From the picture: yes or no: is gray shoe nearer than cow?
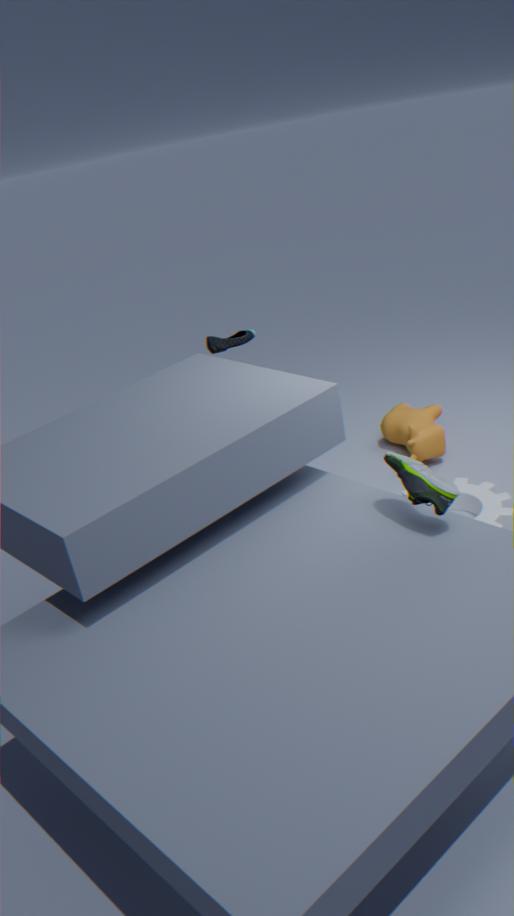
Yes
